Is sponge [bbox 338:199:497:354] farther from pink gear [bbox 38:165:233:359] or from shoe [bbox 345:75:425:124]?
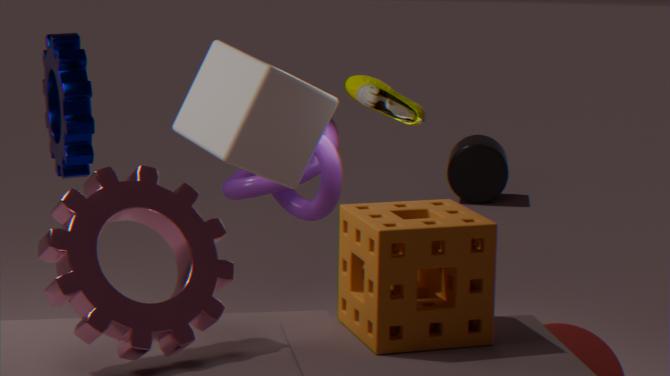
shoe [bbox 345:75:425:124]
